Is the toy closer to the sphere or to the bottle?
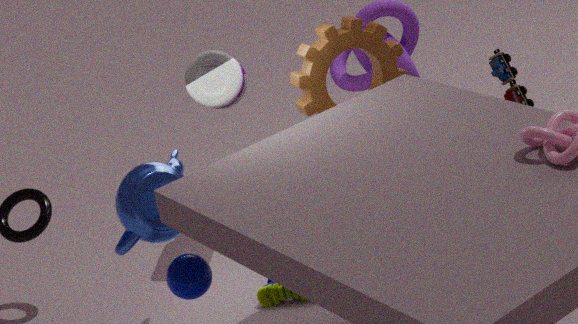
the bottle
